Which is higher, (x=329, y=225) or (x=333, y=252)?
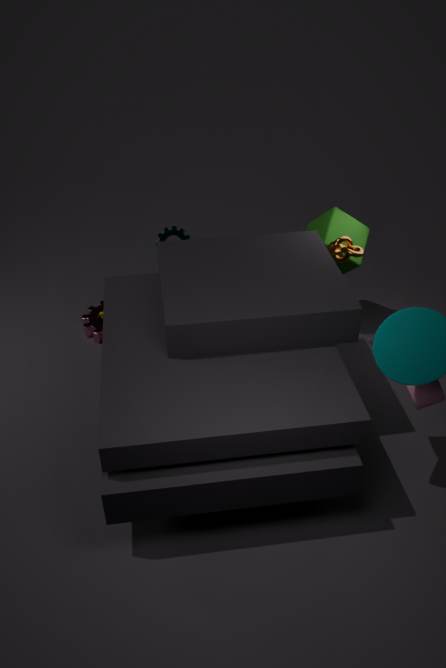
(x=333, y=252)
